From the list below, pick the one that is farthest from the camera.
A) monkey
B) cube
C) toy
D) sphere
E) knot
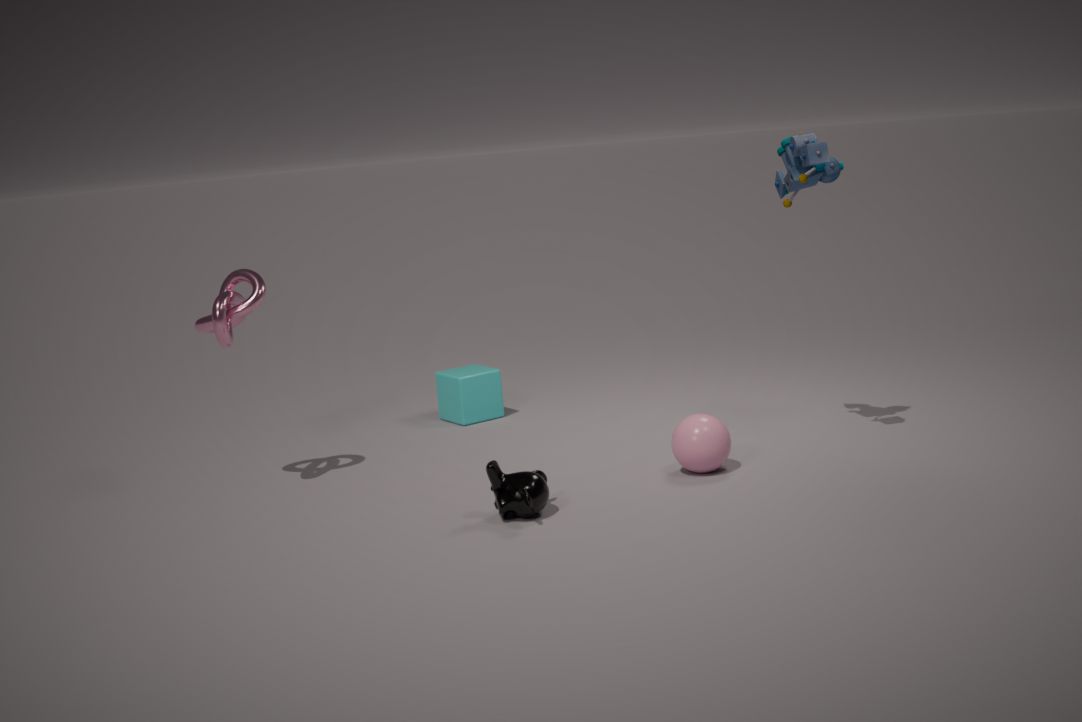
cube
